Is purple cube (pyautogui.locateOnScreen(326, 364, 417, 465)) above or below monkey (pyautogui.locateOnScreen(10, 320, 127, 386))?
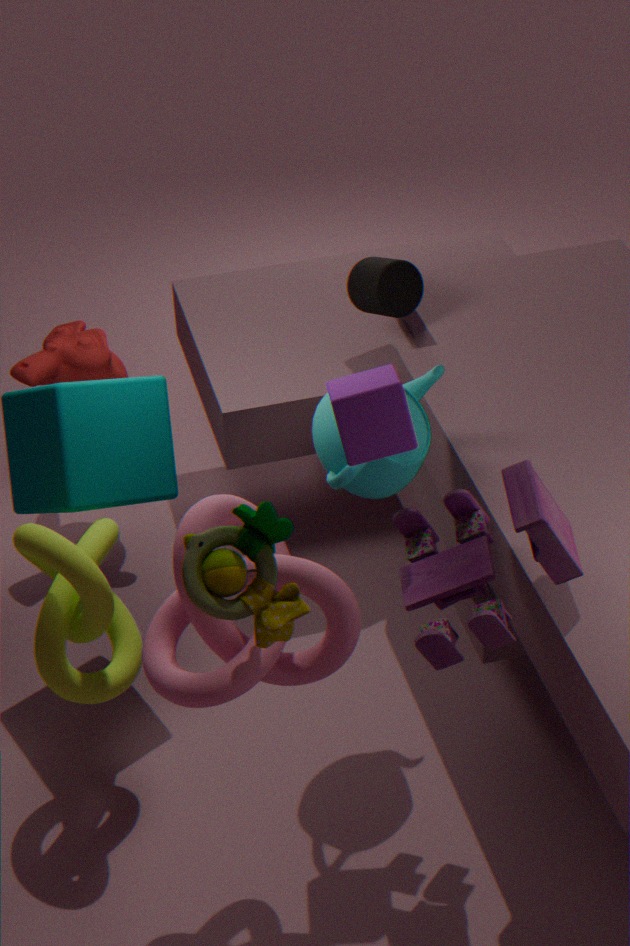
above
